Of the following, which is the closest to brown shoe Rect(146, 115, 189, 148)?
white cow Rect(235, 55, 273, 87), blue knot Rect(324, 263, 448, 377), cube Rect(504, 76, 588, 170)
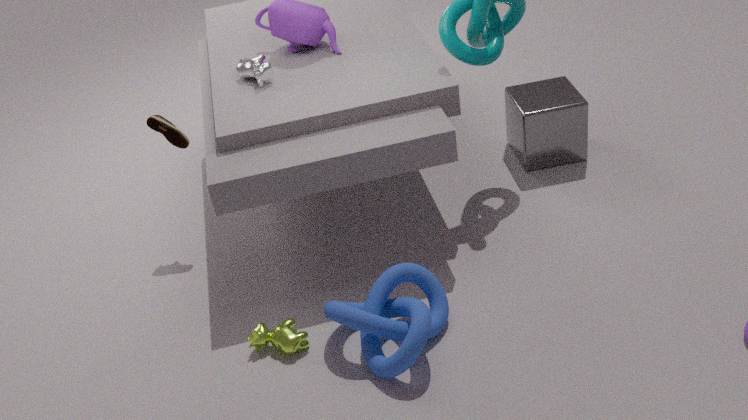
white cow Rect(235, 55, 273, 87)
